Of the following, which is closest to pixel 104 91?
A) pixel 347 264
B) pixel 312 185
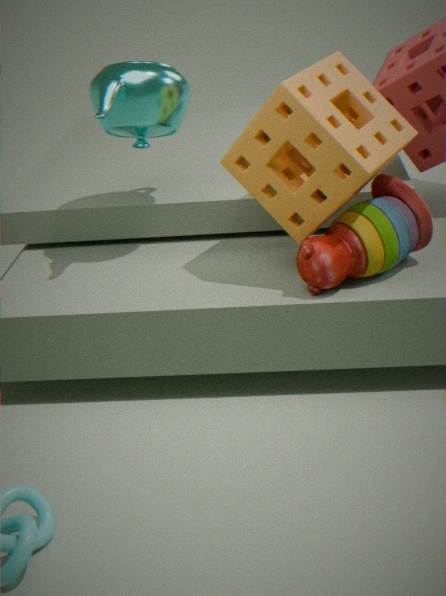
pixel 312 185
